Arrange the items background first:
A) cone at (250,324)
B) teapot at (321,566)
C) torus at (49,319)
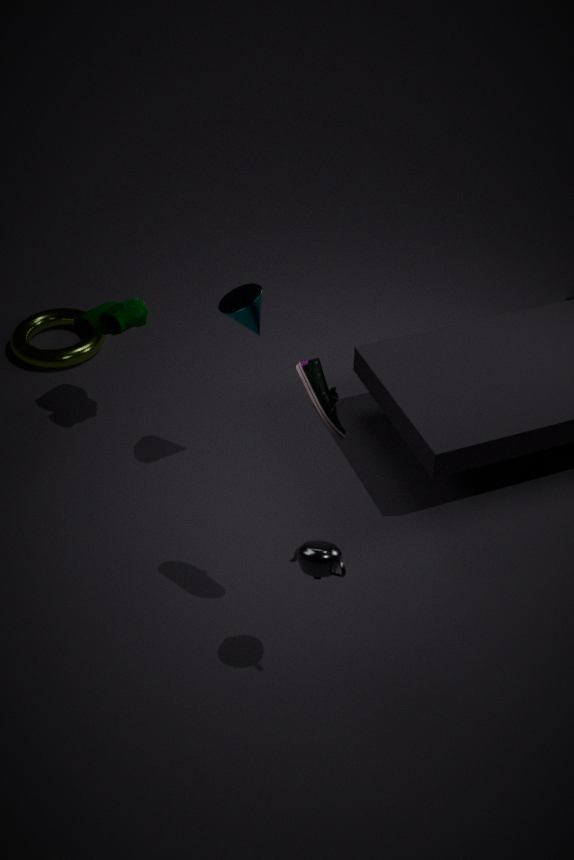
1. torus at (49,319)
2. cone at (250,324)
3. teapot at (321,566)
